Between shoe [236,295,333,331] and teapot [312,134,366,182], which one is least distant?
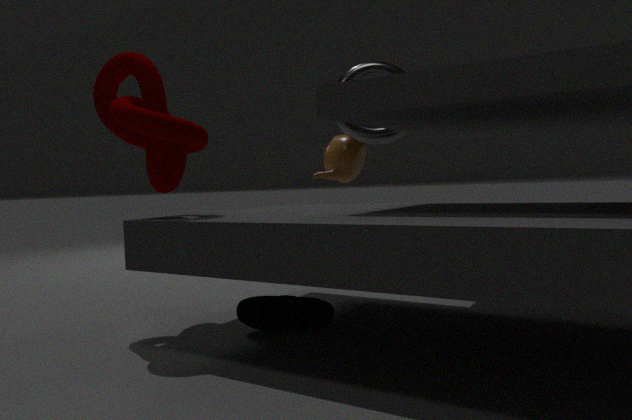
shoe [236,295,333,331]
